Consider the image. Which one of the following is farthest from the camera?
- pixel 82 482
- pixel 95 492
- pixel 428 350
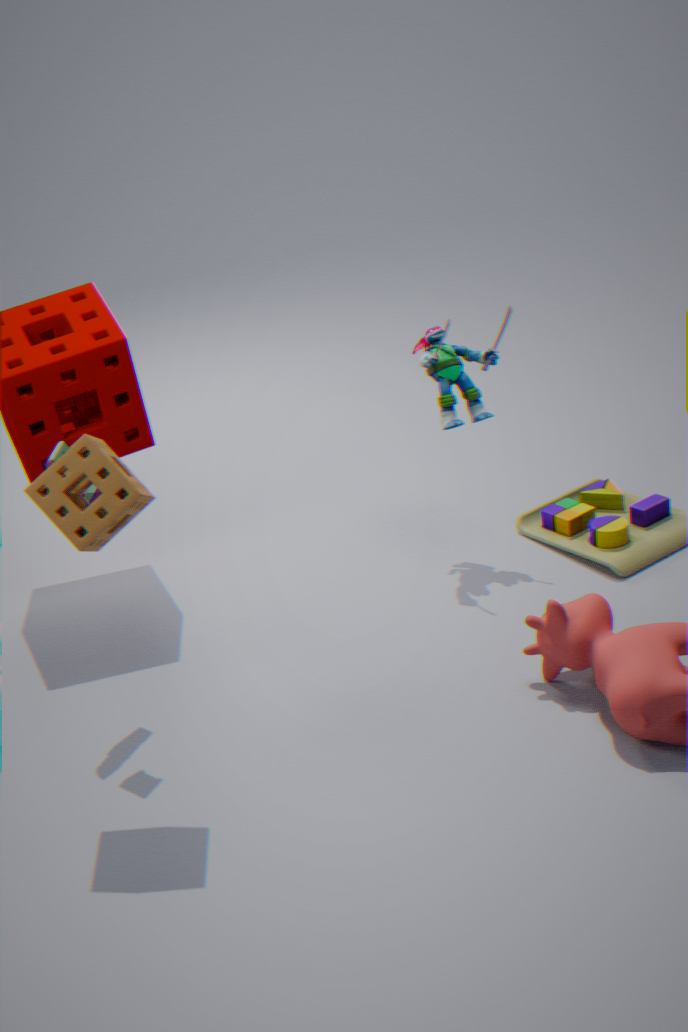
pixel 428 350
